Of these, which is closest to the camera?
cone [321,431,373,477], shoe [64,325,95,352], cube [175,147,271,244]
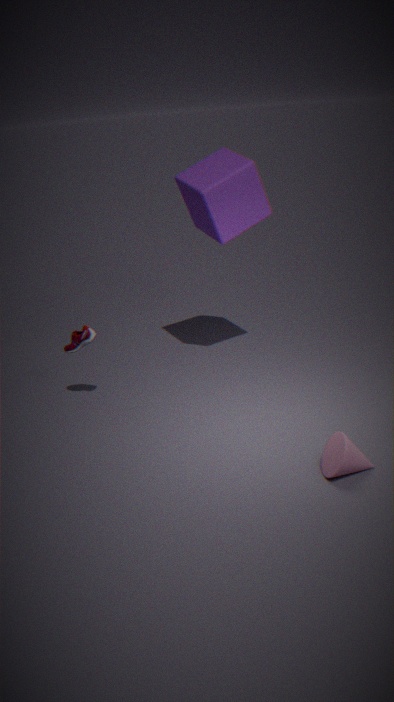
cone [321,431,373,477]
